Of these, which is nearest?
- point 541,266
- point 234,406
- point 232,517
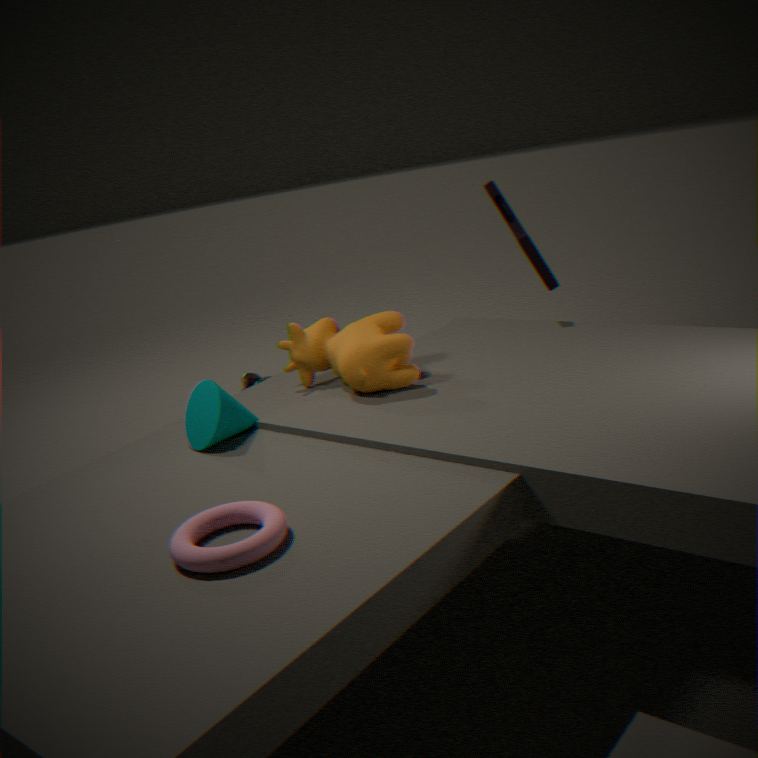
point 232,517
